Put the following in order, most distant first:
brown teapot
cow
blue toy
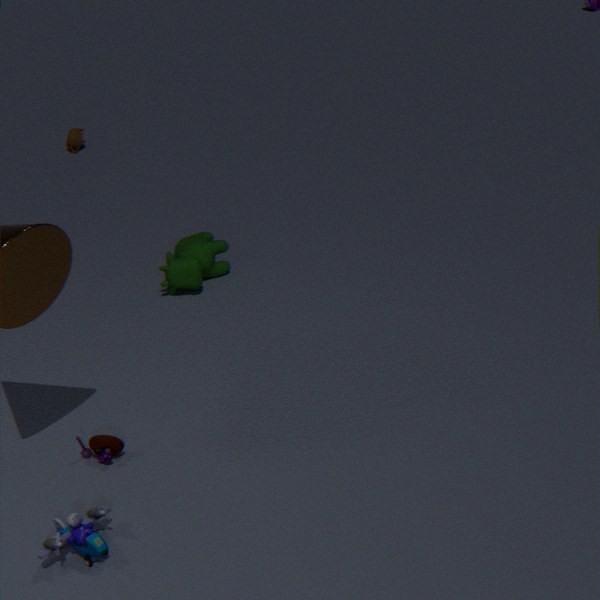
brown teapot < cow < blue toy
